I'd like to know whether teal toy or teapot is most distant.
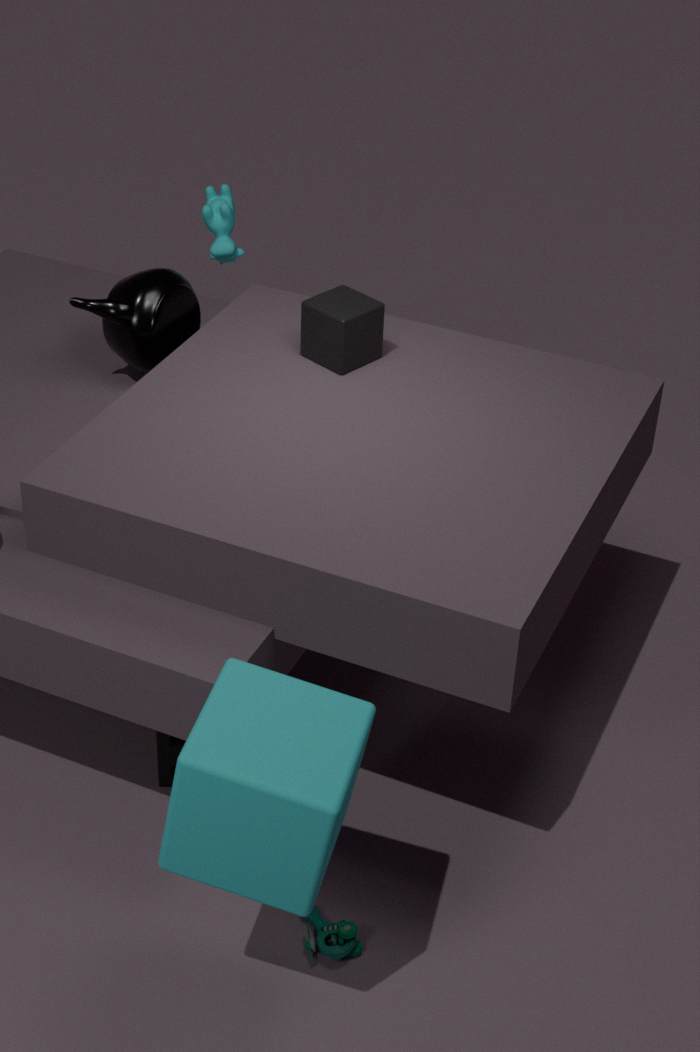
teapot
